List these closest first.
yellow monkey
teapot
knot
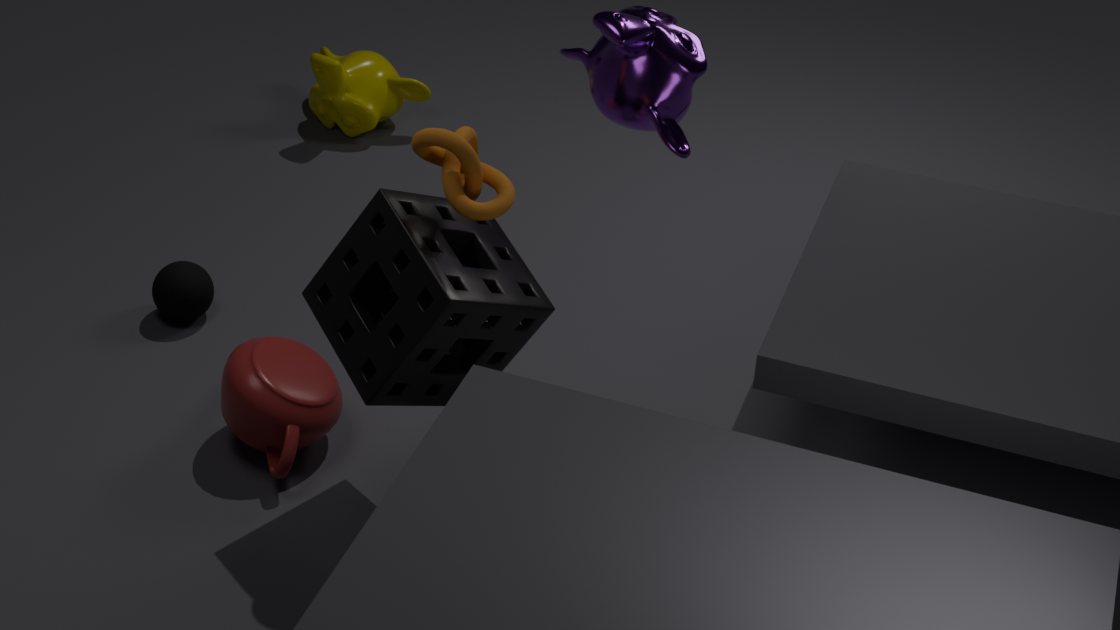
1. knot
2. teapot
3. yellow monkey
